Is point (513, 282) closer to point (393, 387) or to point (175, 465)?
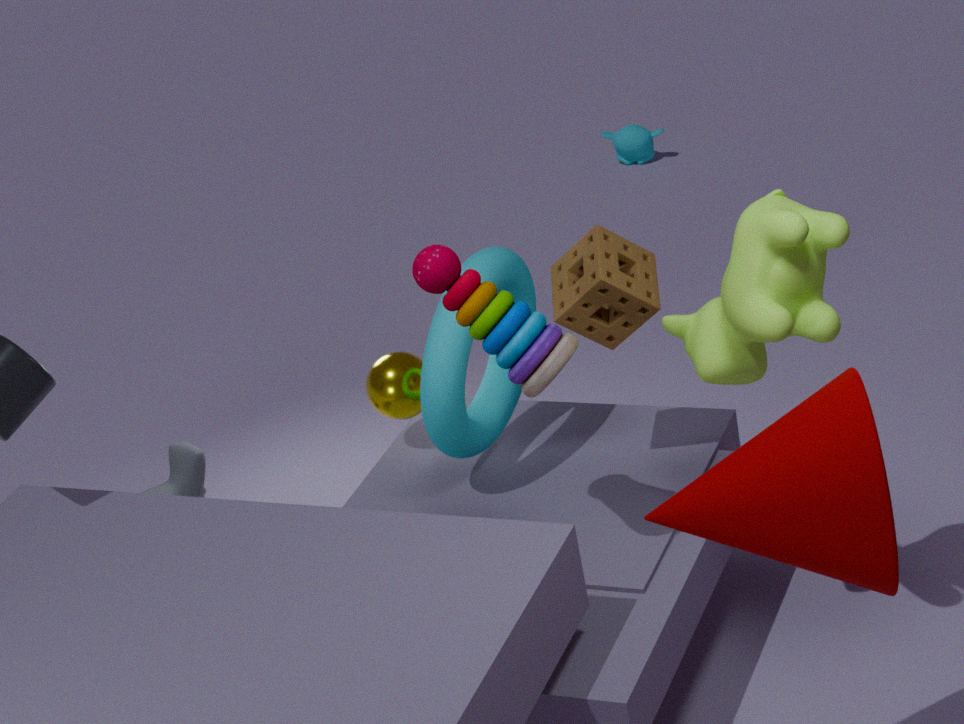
point (393, 387)
